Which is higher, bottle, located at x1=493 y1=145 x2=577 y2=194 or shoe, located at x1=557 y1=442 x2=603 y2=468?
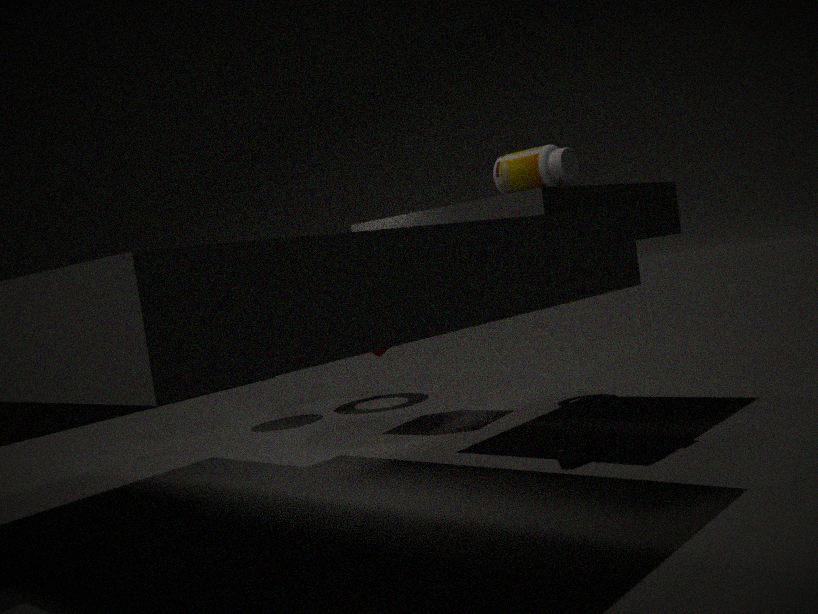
bottle, located at x1=493 y1=145 x2=577 y2=194
